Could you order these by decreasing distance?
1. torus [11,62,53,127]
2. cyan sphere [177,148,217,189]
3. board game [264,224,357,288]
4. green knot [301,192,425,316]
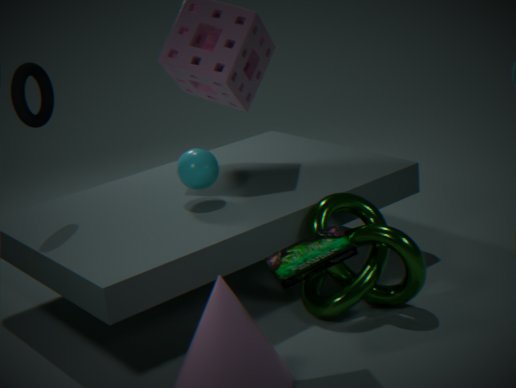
cyan sphere [177,148,217,189] → torus [11,62,53,127] → green knot [301,192,425,316] → board game [264,224,357,288]
